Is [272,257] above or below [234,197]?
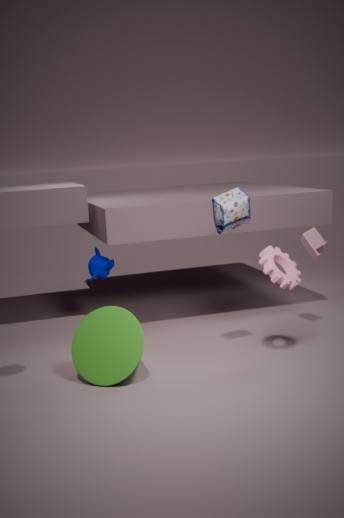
below
